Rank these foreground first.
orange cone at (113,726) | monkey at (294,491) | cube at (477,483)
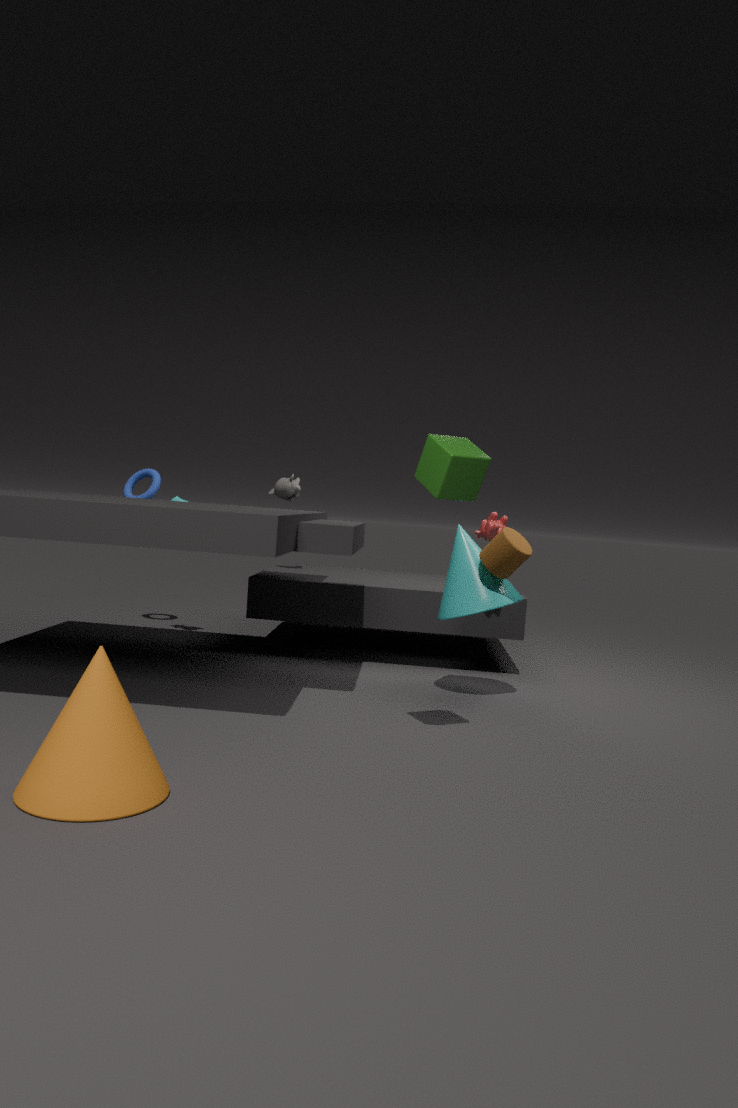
orange cone at (113,726) < cube at (477,483) < monkey at (294,491)
